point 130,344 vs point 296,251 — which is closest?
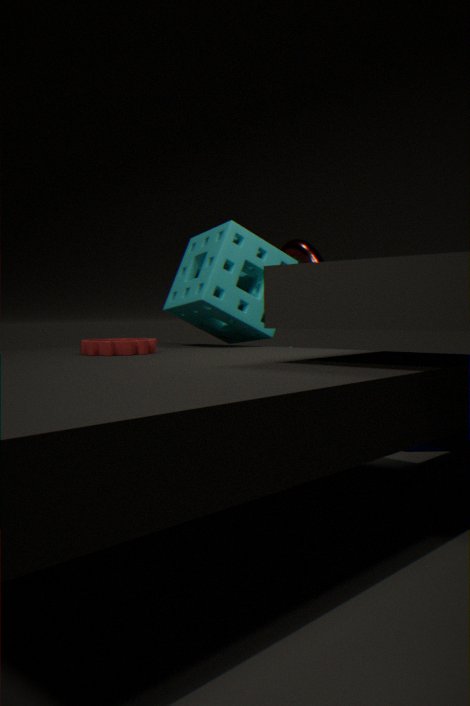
point 130,344
